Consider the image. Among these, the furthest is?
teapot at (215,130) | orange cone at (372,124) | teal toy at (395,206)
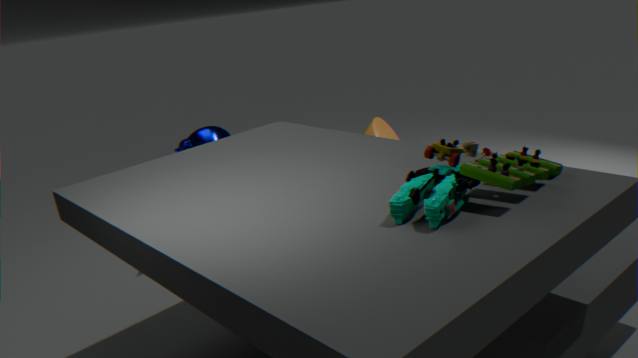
teapot at (215,130)
